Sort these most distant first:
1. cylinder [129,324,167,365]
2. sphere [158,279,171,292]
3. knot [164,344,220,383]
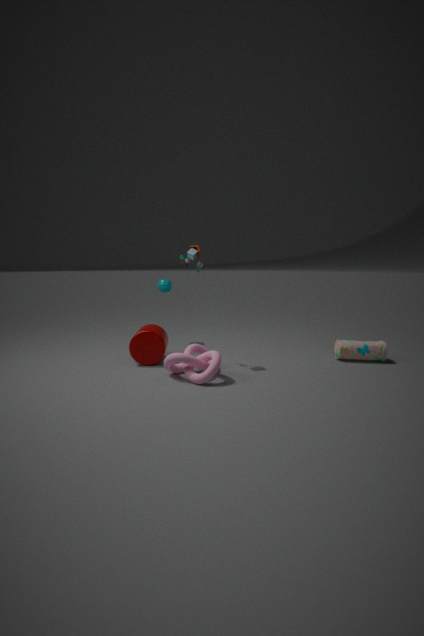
1. sphere [158,279,171,292]
2. cylinder [129,324,167,365]
3. knot [164,344,220,383]
